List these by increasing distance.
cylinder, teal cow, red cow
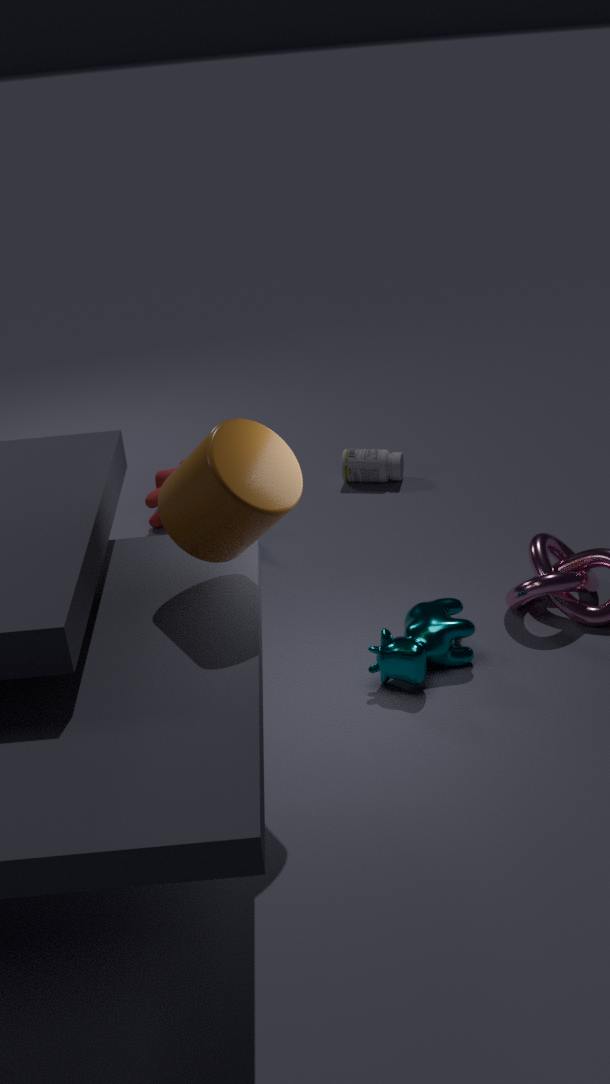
cylinder → teal cow → red cow
